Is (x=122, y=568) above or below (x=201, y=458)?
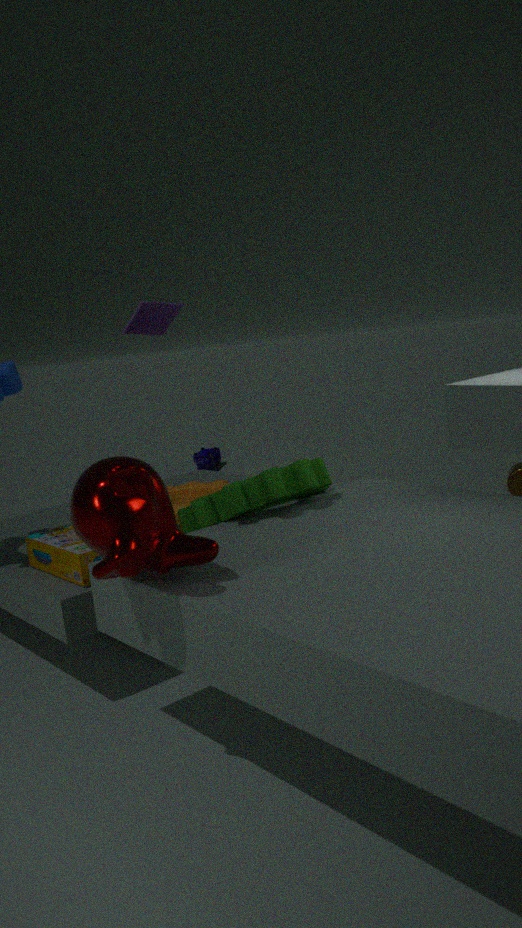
above
